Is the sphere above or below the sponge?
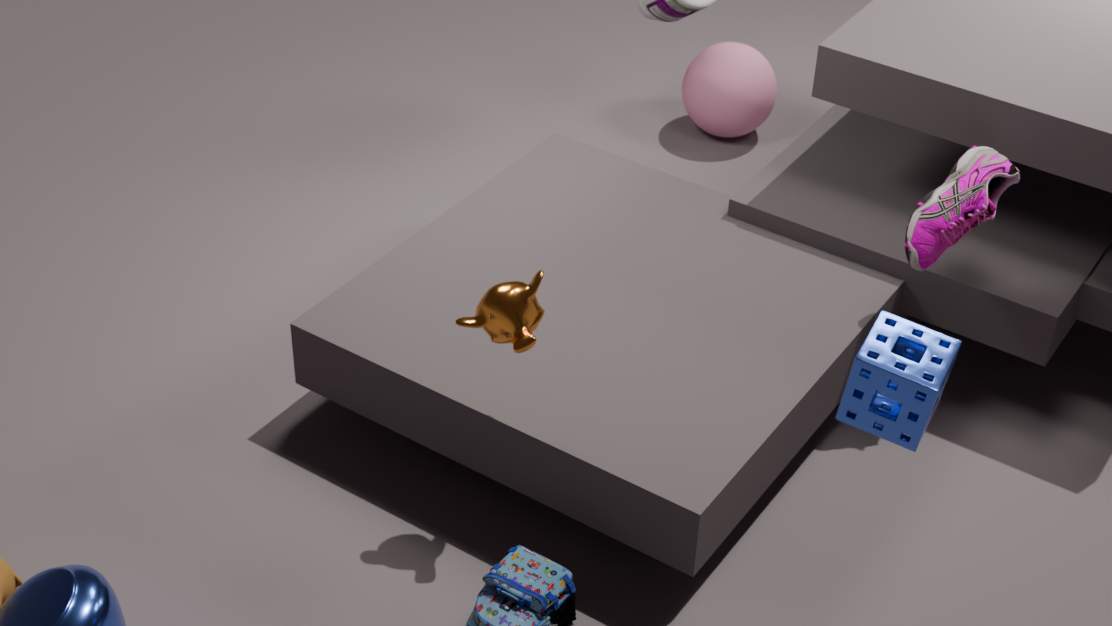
below
